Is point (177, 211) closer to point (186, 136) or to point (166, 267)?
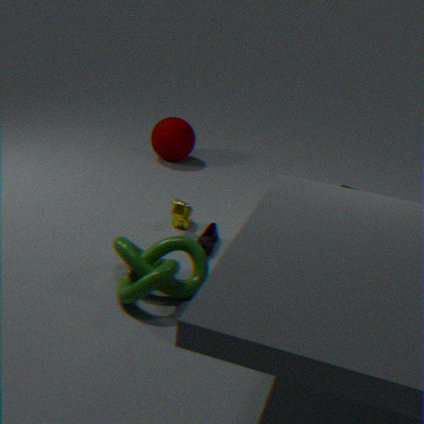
point (166, 267)
